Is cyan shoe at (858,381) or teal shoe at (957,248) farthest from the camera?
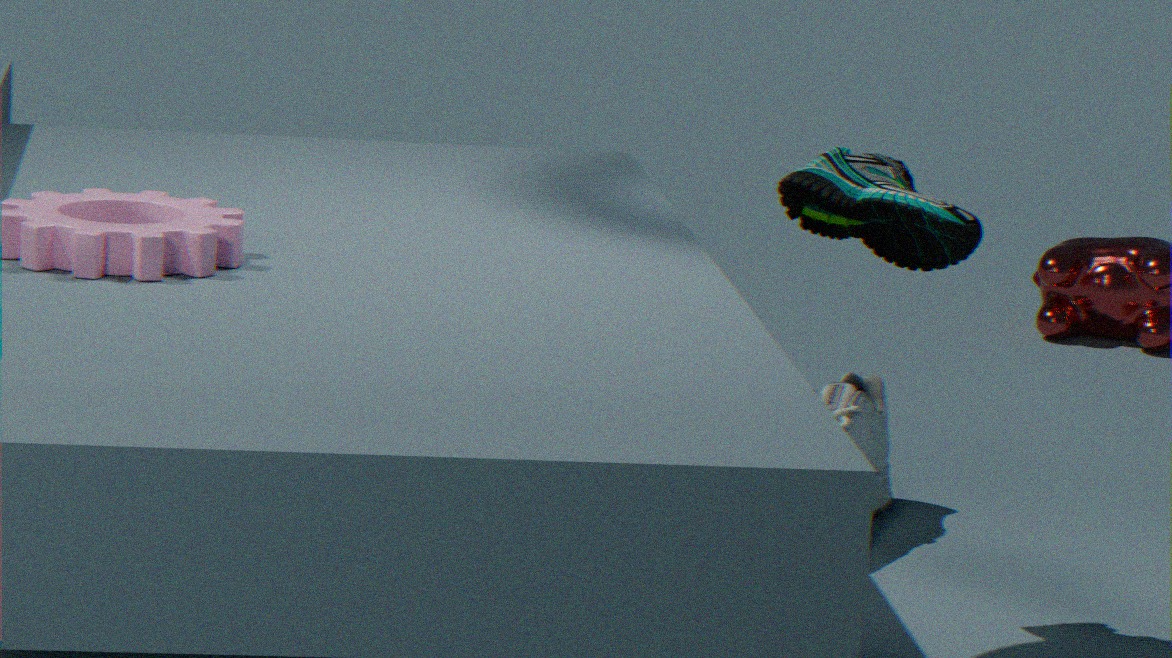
cyan shoe at (858,381)
